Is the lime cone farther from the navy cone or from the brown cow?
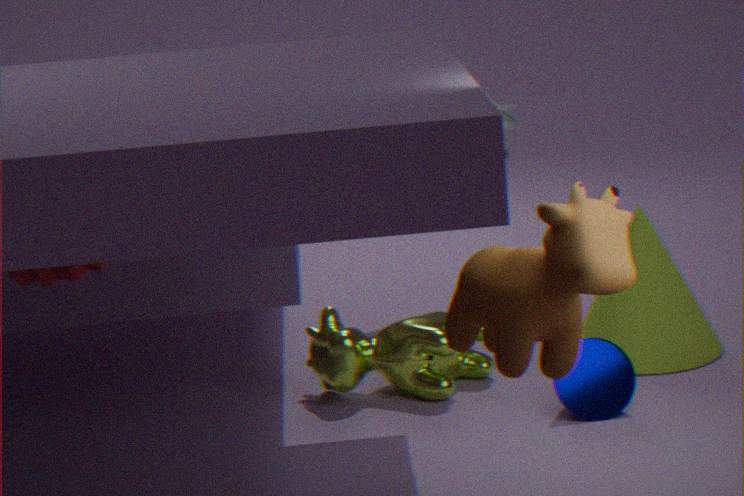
the brown cow
